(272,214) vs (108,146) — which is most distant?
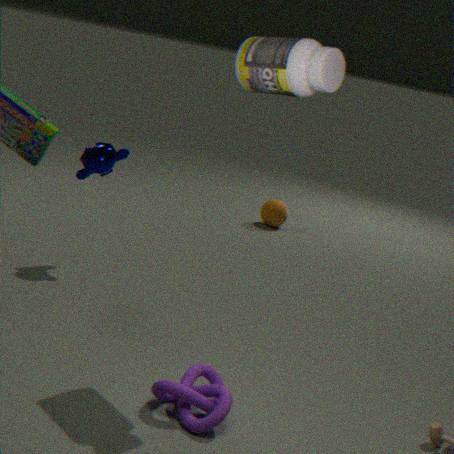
(272,214)
